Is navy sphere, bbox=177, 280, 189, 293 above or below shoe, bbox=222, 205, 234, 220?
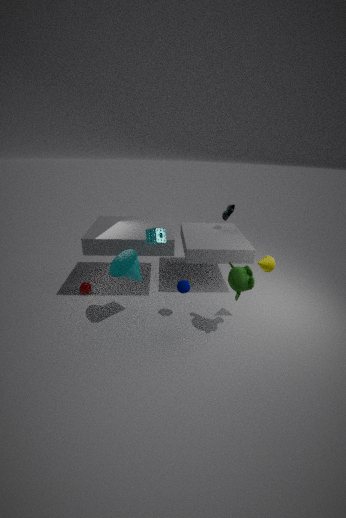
below
